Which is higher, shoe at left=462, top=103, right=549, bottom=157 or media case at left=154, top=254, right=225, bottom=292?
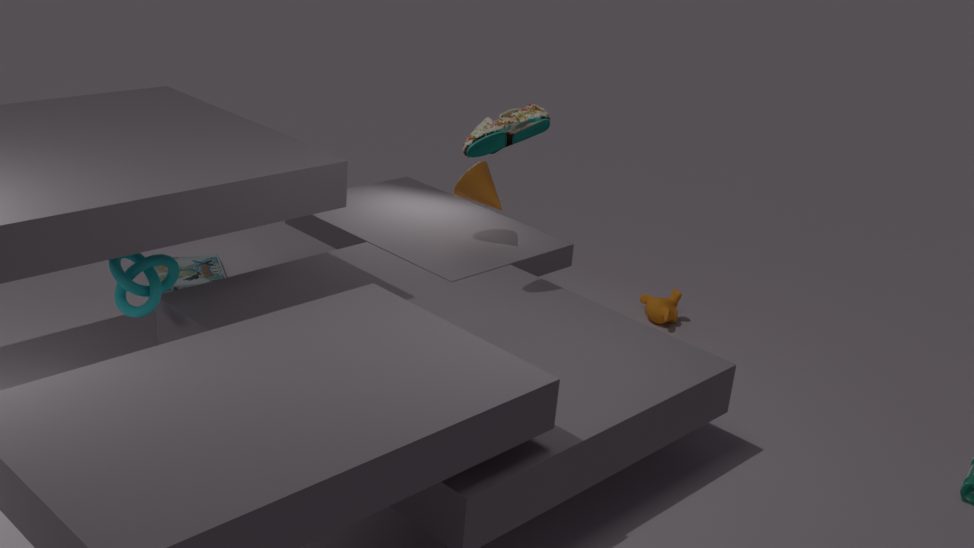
shoe at left=462, top=103, right=549, bottom=157
